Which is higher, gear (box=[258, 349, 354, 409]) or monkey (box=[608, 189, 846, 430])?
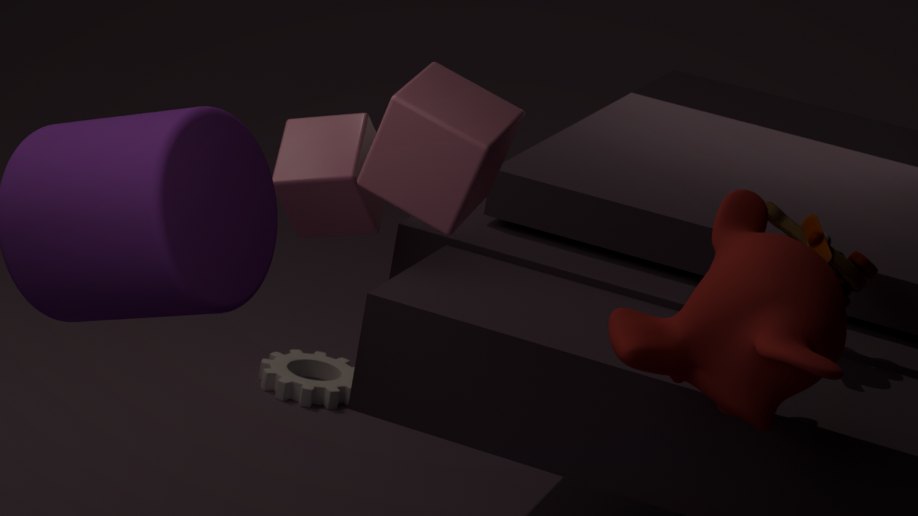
monkey (box=[608, 189, 846, 430])
